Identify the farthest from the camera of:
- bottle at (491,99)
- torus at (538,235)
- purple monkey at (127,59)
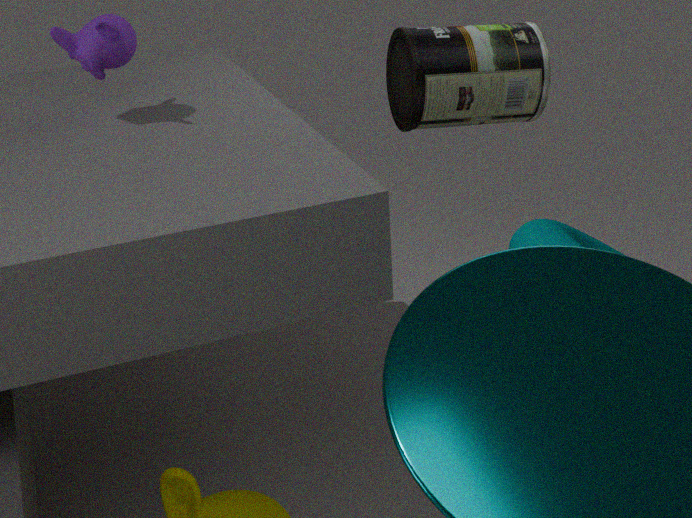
bottle at (491,99)
